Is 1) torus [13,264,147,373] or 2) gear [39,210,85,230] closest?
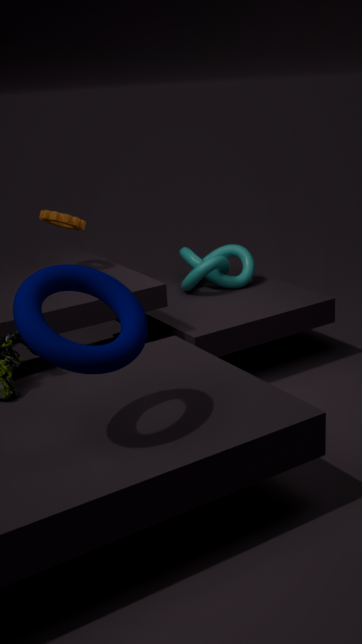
1. torus [13,264,147,373]
